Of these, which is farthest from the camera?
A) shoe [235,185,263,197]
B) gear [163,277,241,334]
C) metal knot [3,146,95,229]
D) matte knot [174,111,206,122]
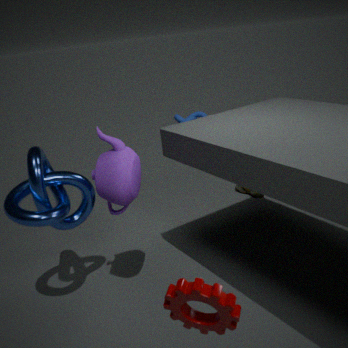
matte knot [174,111,206,122]
